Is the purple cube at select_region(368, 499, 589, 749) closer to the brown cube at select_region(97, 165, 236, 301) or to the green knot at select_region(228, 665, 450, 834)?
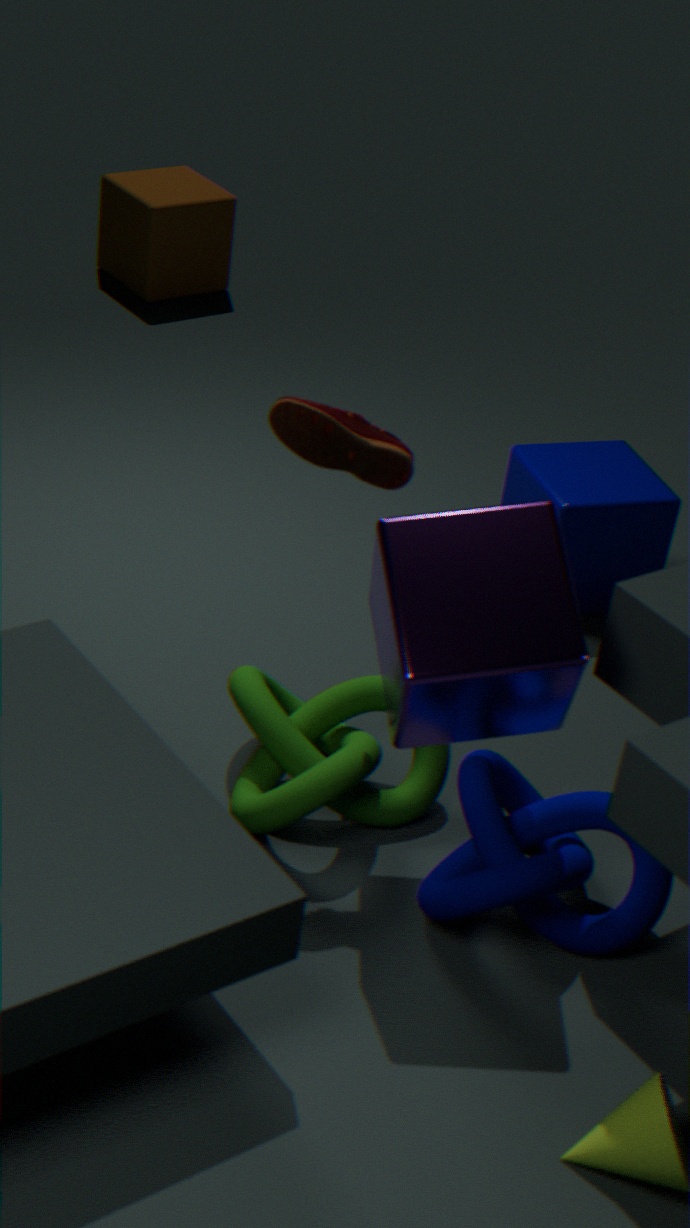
the green knot at select_region(228, 665, 450, 834)
